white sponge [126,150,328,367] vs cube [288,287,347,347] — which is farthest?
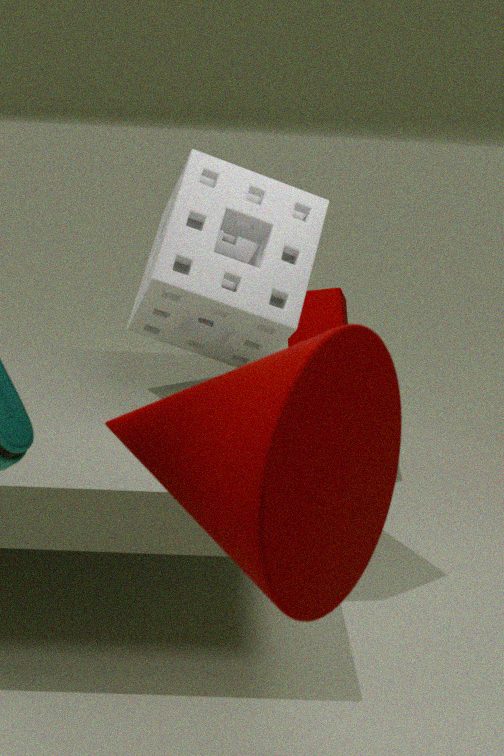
cube [288,287,347,347]
